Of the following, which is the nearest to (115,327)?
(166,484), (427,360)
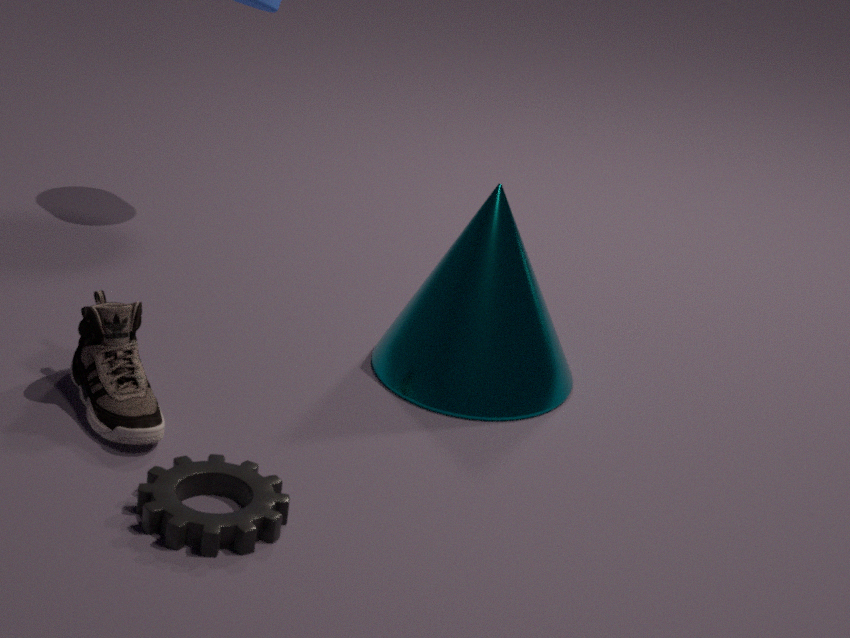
(166,484)
